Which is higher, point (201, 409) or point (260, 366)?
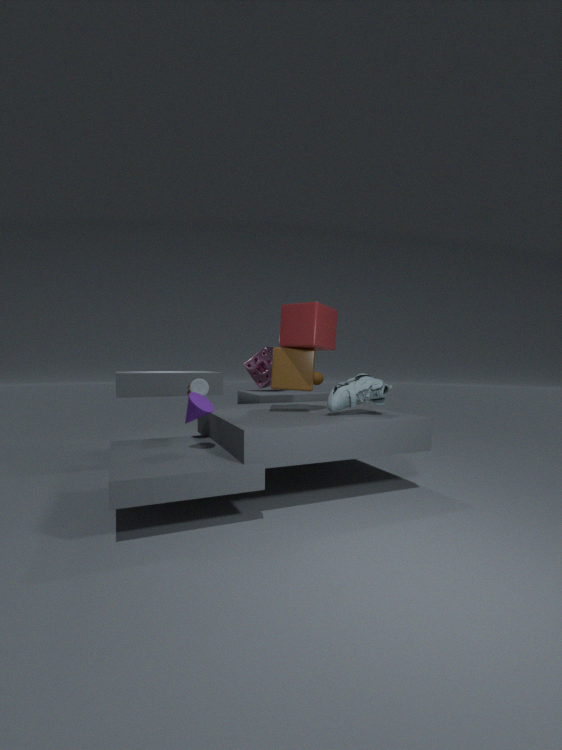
point (260, 366)
